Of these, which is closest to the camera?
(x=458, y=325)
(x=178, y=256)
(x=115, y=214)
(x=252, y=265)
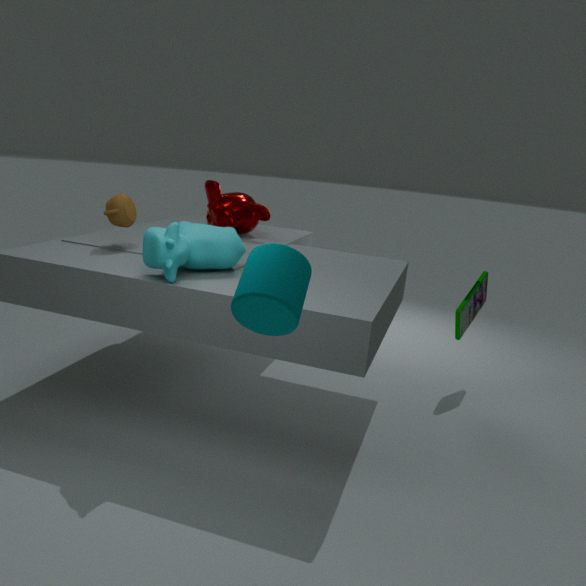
(x=252, y=265)
